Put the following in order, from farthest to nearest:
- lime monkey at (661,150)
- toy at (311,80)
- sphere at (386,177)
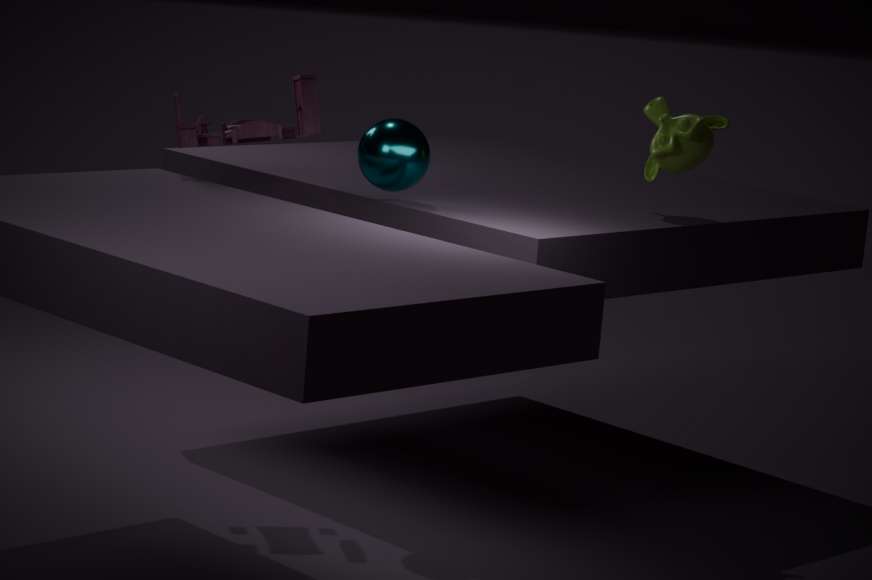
lime monkey at (661,150), toy at (311,80), sphere at (386,177)
